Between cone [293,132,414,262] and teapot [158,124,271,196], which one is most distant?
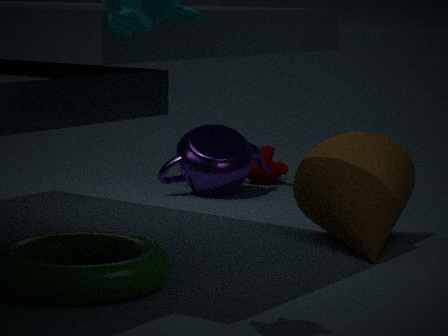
teapot [158,124,271,196]
